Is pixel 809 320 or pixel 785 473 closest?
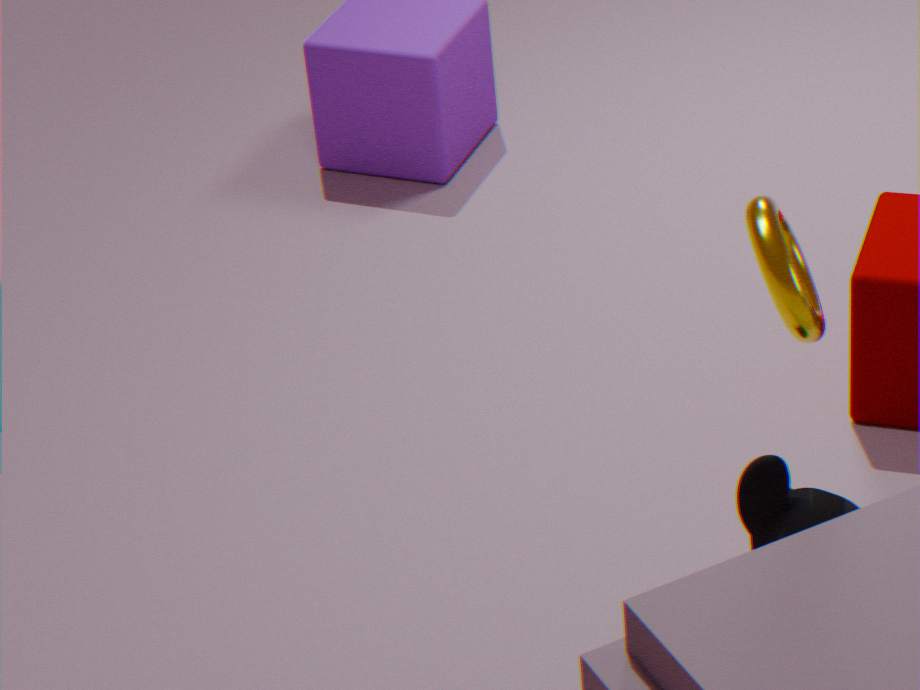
pixel 809 320
